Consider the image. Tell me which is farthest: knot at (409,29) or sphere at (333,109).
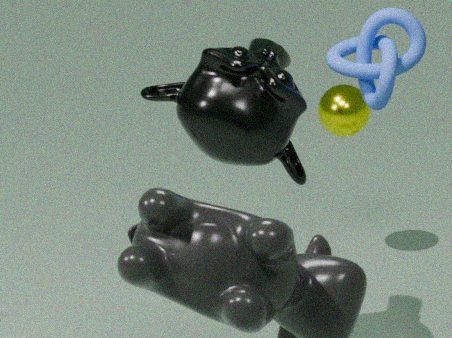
sphere at (333,109)
